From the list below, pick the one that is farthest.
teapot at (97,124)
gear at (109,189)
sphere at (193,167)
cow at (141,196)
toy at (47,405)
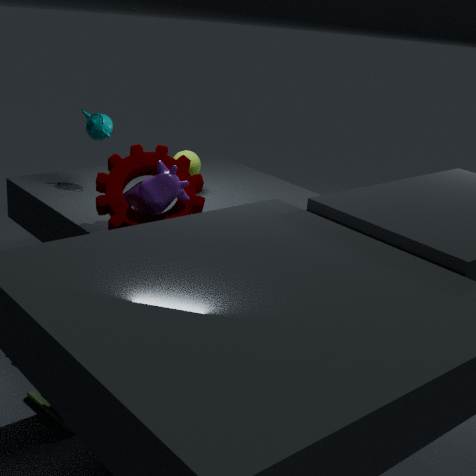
sphere at (193,167)
